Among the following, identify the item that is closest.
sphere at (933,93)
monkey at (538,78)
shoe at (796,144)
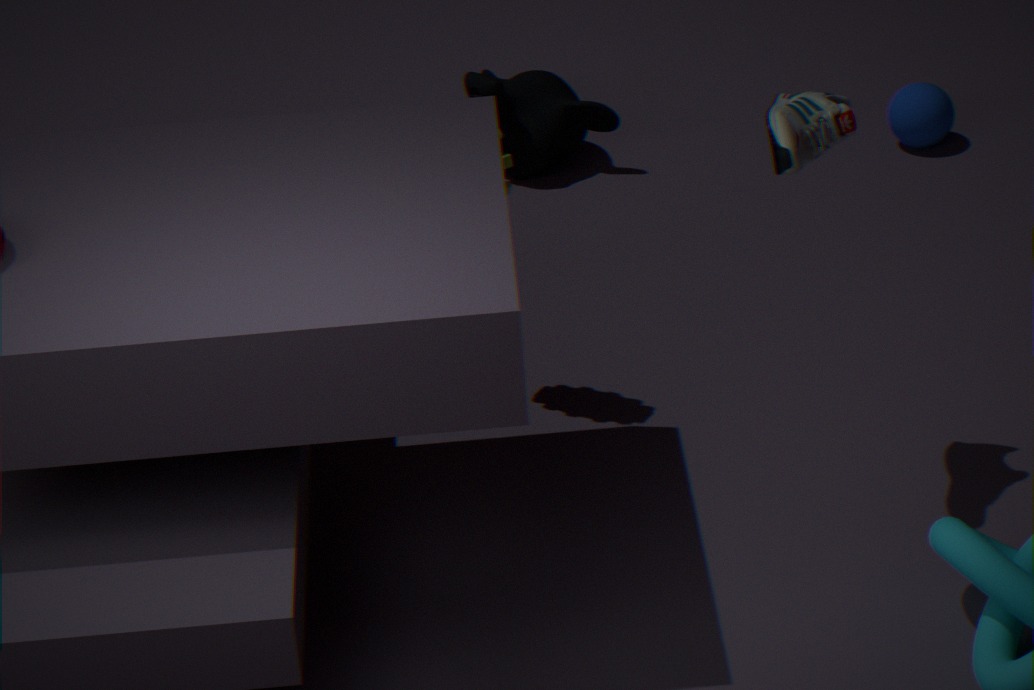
shoe at (796,144)
